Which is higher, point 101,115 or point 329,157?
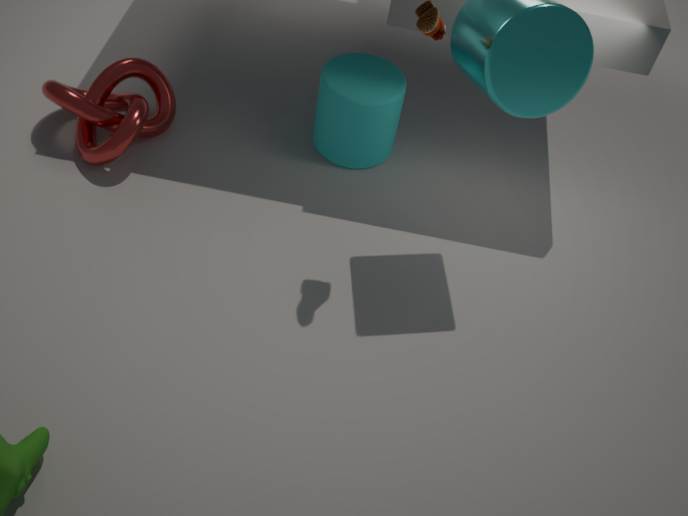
point 329,157
